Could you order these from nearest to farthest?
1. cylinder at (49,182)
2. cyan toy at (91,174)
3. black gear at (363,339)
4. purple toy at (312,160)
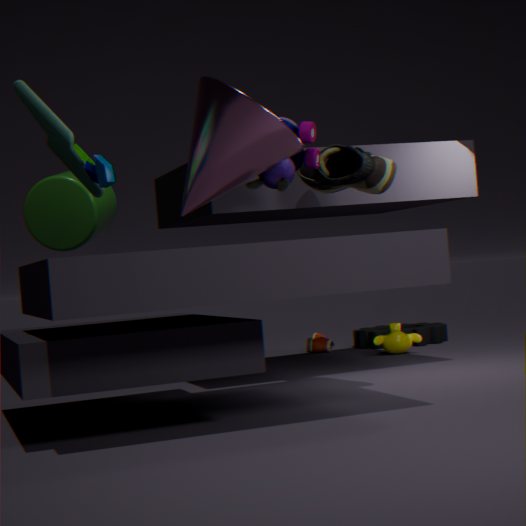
cyan toy at (91,174) < purple toy at (312,160) < cylinder at (49,182) < black gear at (363,339)
